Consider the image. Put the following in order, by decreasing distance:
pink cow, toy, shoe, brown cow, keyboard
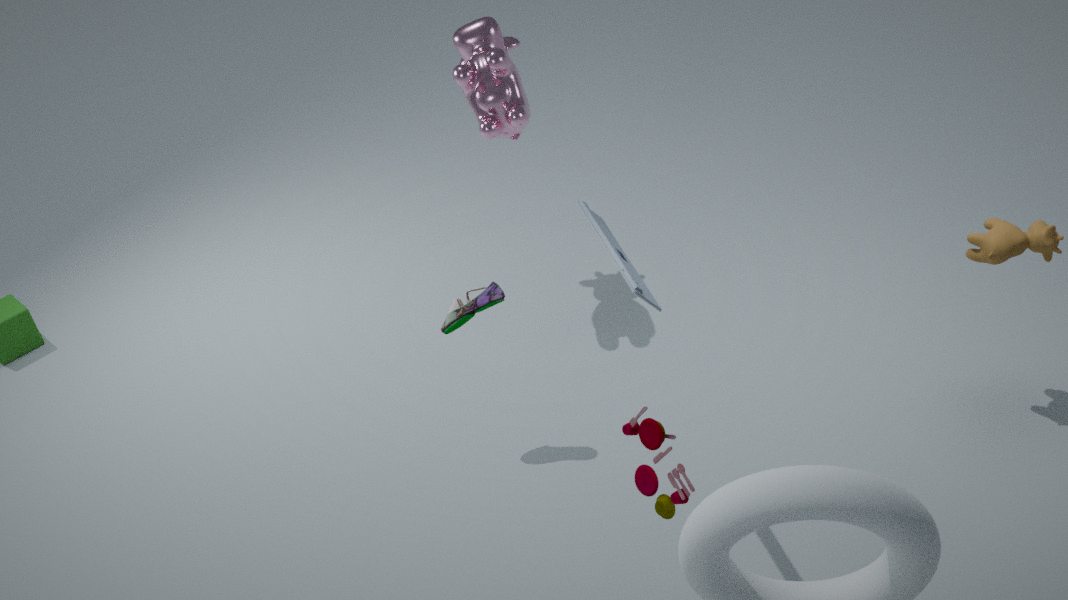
pink cow → shoe → brown cow → keyboard → toy
